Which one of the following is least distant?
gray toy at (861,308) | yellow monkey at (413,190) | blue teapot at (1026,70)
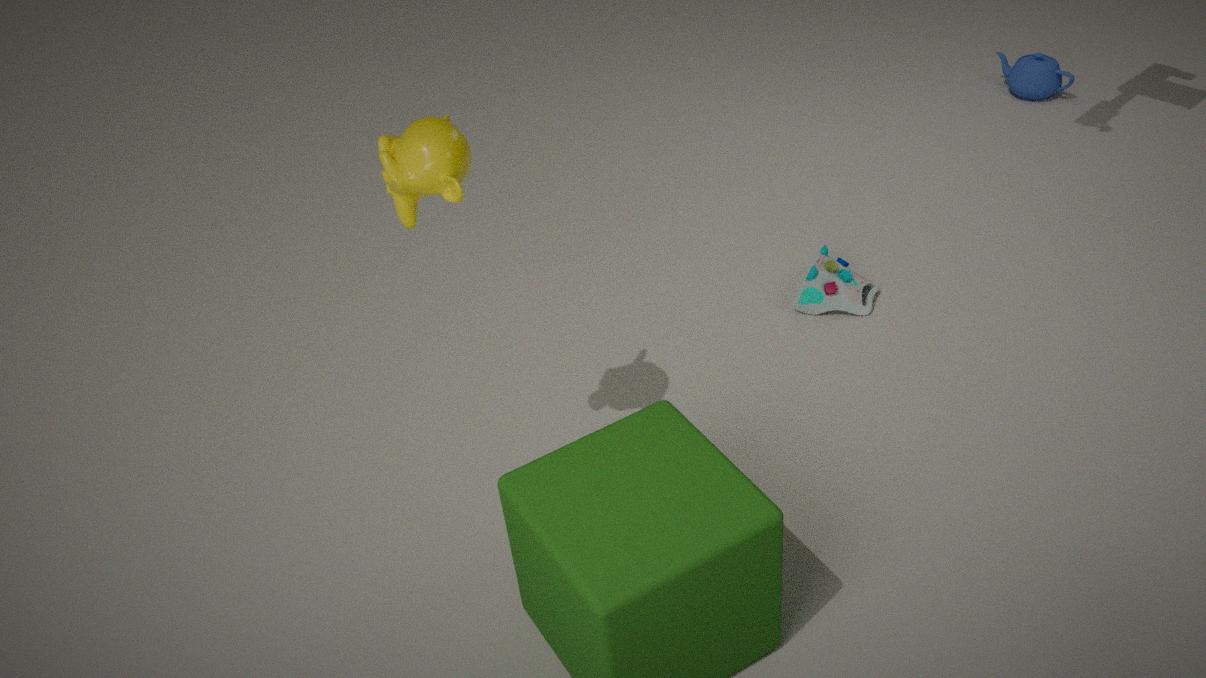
yellow monkey at (413,190)
